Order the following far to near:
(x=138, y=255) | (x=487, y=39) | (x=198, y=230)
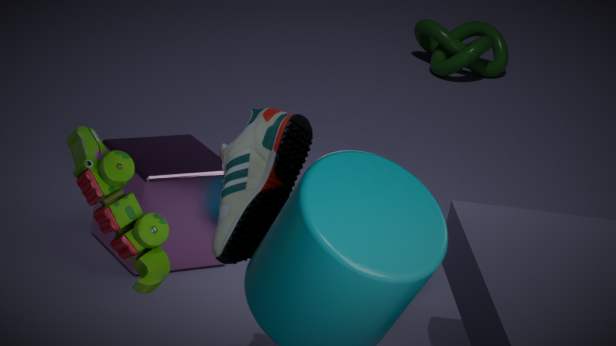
(x=487, y=39), (x=198, y=230), (x=138, y=255)
